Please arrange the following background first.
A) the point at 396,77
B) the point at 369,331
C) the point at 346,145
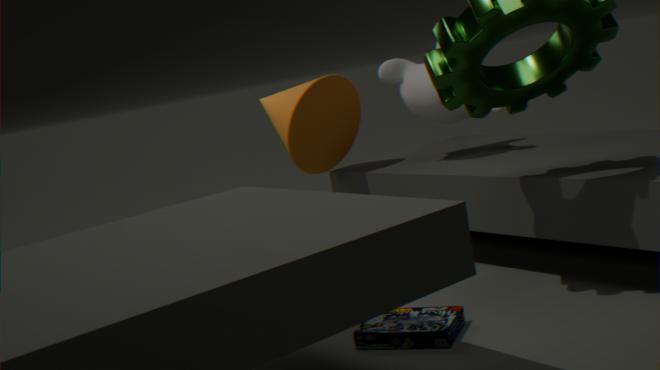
the point at 346,145 → the point at 396,77 → the point at 369,331
